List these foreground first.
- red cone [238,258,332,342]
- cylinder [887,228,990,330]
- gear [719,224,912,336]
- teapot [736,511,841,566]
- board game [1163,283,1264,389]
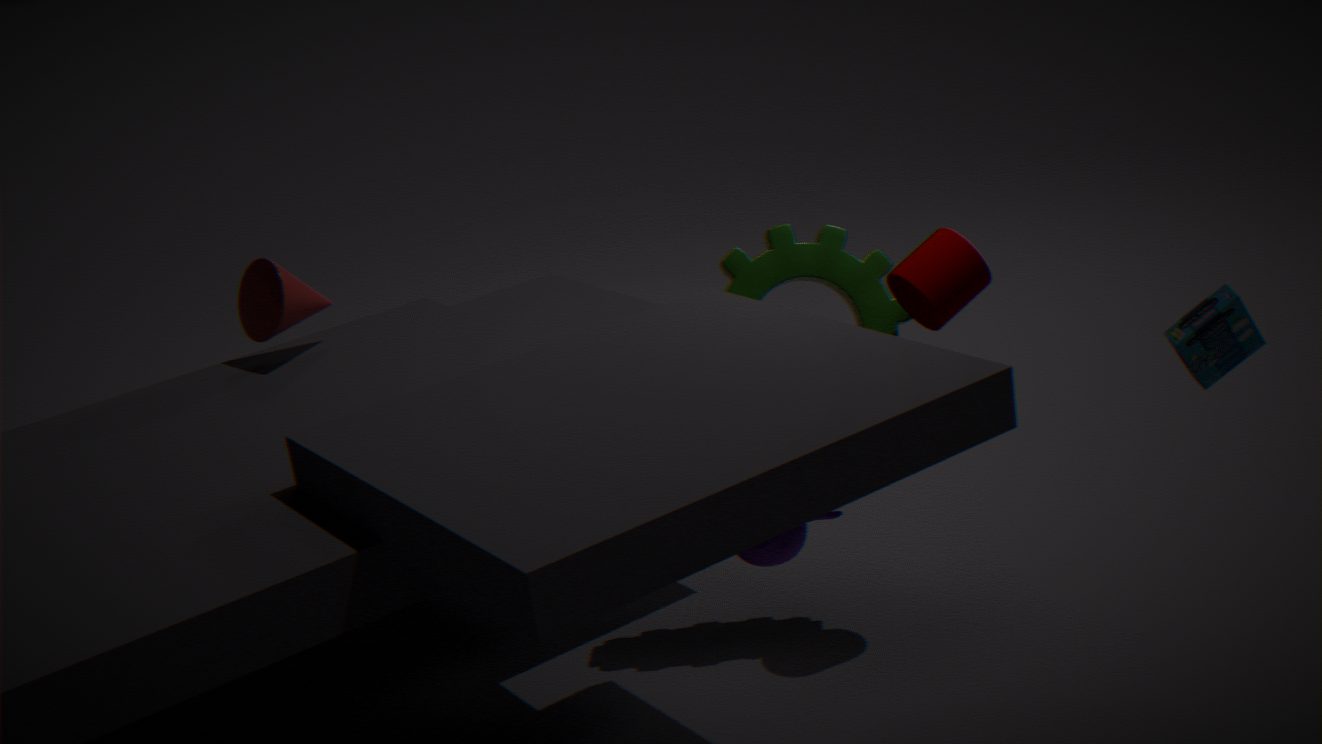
board game [1163,283,1264,389] < teapot [736,511,841,566] < cylinder [887,228,990,330] < gear [719,224,912,336] < red cone [238,258,332,342]
